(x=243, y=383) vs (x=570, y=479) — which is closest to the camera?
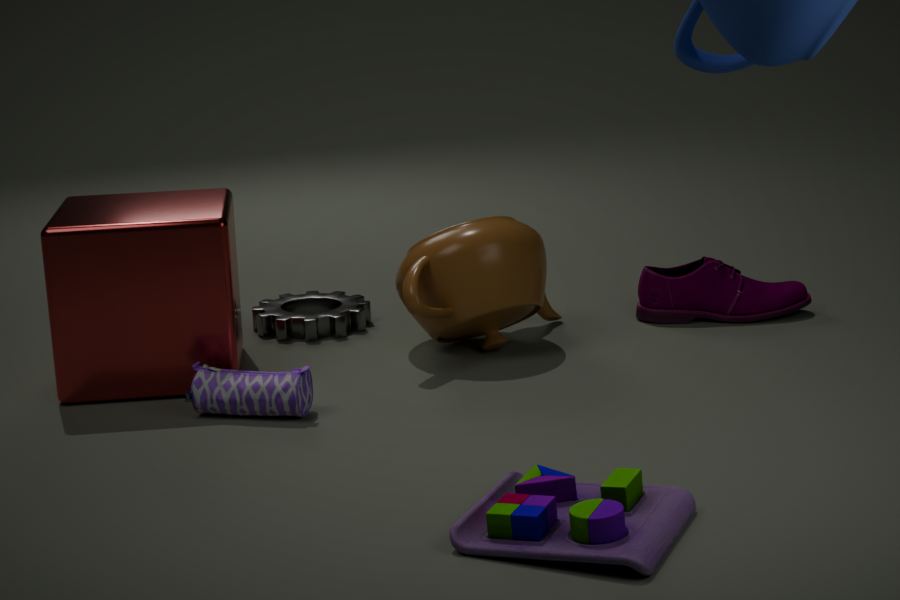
(x=570, y=479)
